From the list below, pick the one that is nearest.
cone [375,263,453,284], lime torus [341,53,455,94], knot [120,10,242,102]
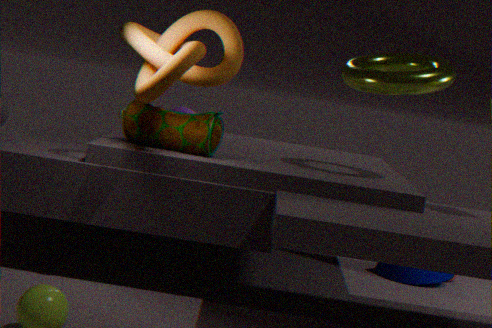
knot [120,10,242,102]
